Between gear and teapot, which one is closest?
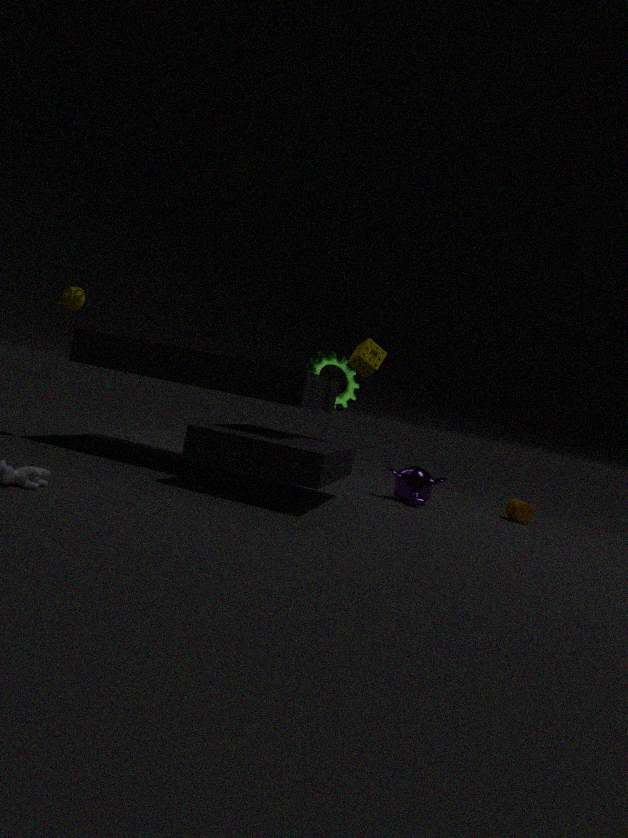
teapot
